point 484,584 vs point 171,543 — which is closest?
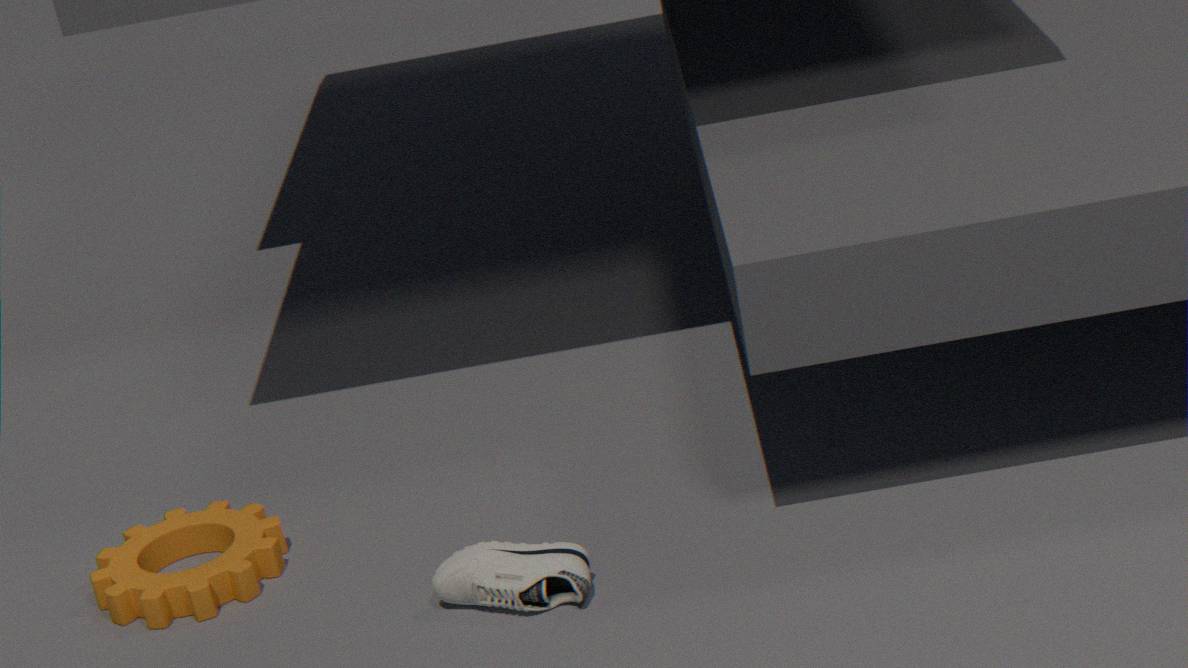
point 484,584
